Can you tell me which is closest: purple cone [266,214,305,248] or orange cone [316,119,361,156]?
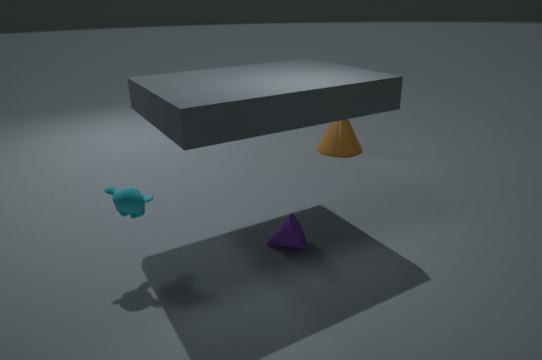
purple cone [266,214,305,248]
